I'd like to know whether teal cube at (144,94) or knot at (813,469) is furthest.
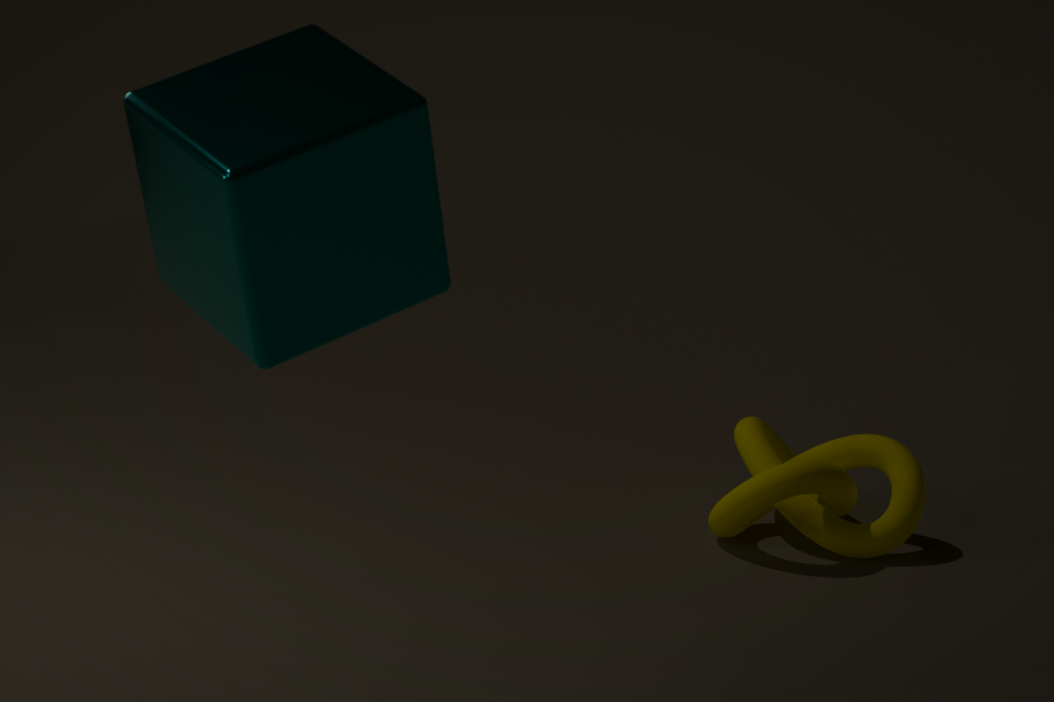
knot at (813,469)
